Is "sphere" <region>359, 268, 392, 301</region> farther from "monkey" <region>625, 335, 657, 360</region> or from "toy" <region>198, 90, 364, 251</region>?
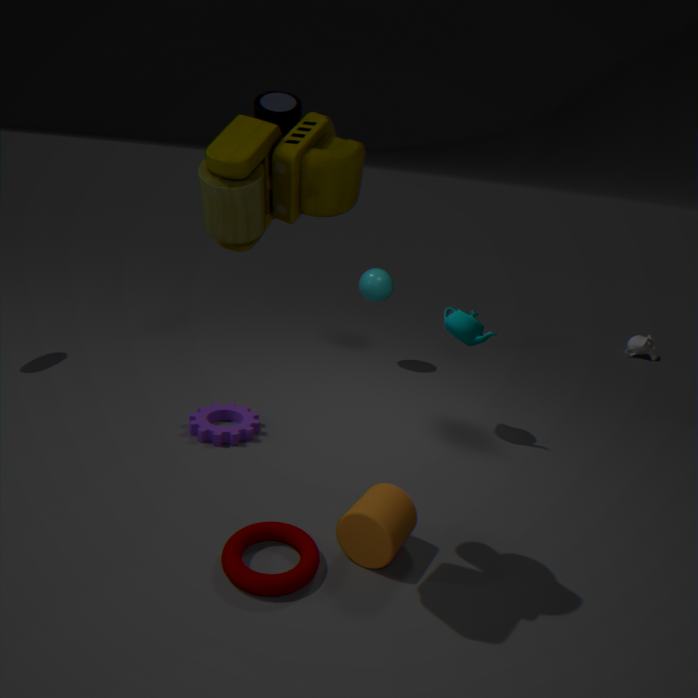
"monkey" <region>625, 335, 657, 360</region>
